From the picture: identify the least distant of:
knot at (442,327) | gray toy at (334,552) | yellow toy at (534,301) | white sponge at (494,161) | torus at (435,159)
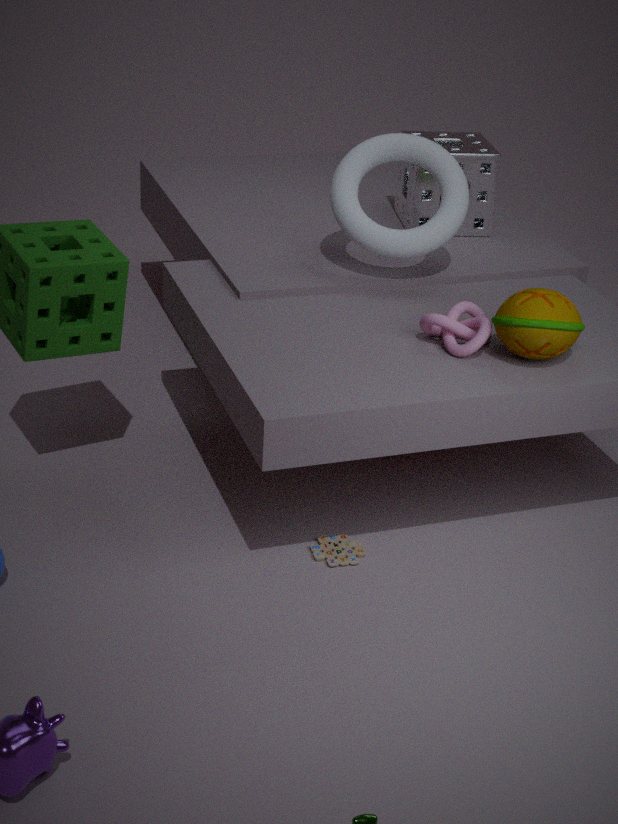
yellow toy at (534,301)
